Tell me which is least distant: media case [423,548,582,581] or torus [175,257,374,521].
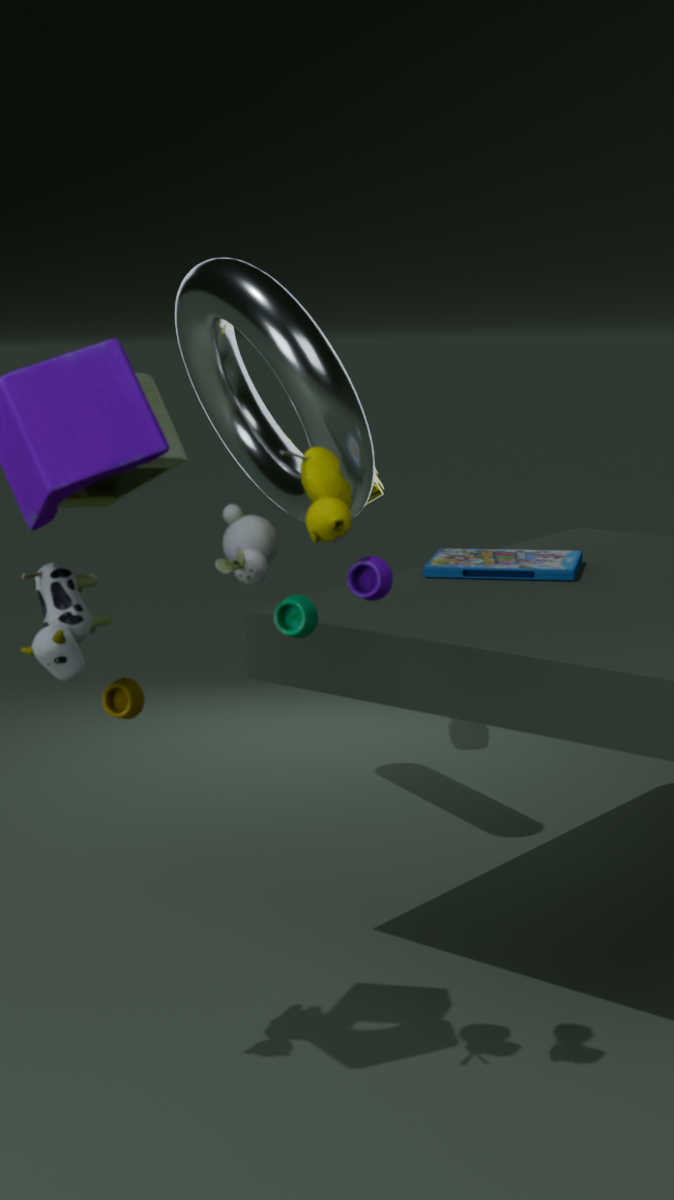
media case [423,548,582,581]
